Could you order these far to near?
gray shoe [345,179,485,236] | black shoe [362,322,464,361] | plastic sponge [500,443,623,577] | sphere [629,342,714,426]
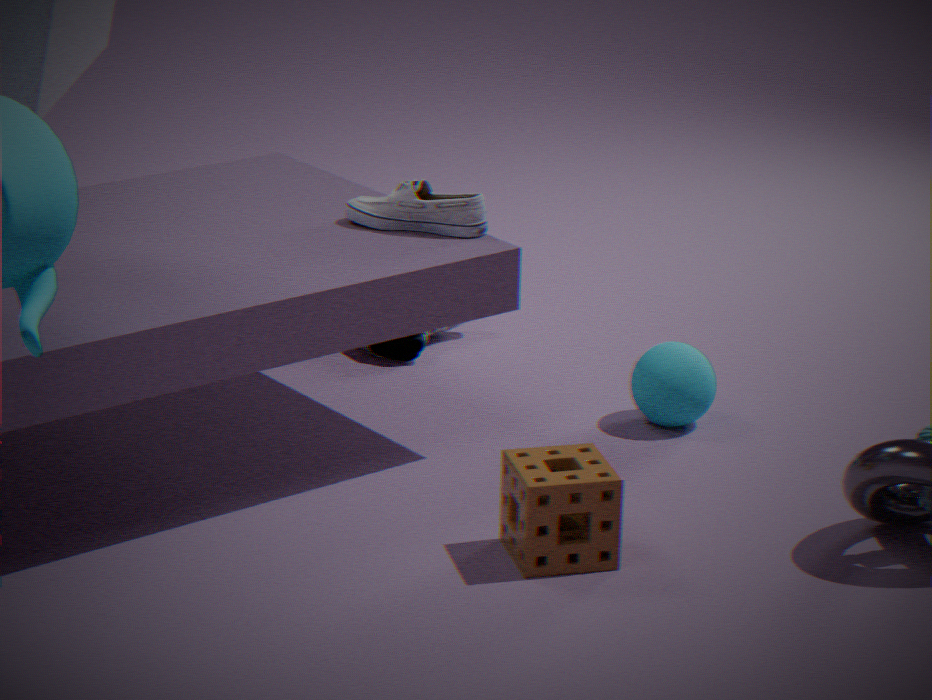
black shoe [362,322,464,361] → sphere [629,342,714,426] → gray shoe [345,179,485,236] → plastic sponge [500,443,623,577]
